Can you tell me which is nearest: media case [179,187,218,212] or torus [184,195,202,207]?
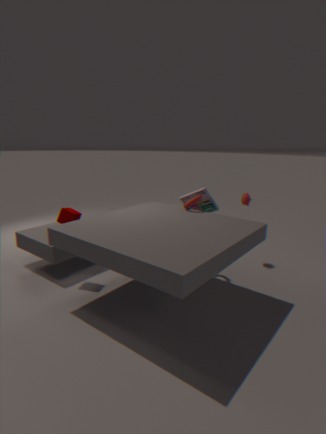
torus [184,195,202,207]
